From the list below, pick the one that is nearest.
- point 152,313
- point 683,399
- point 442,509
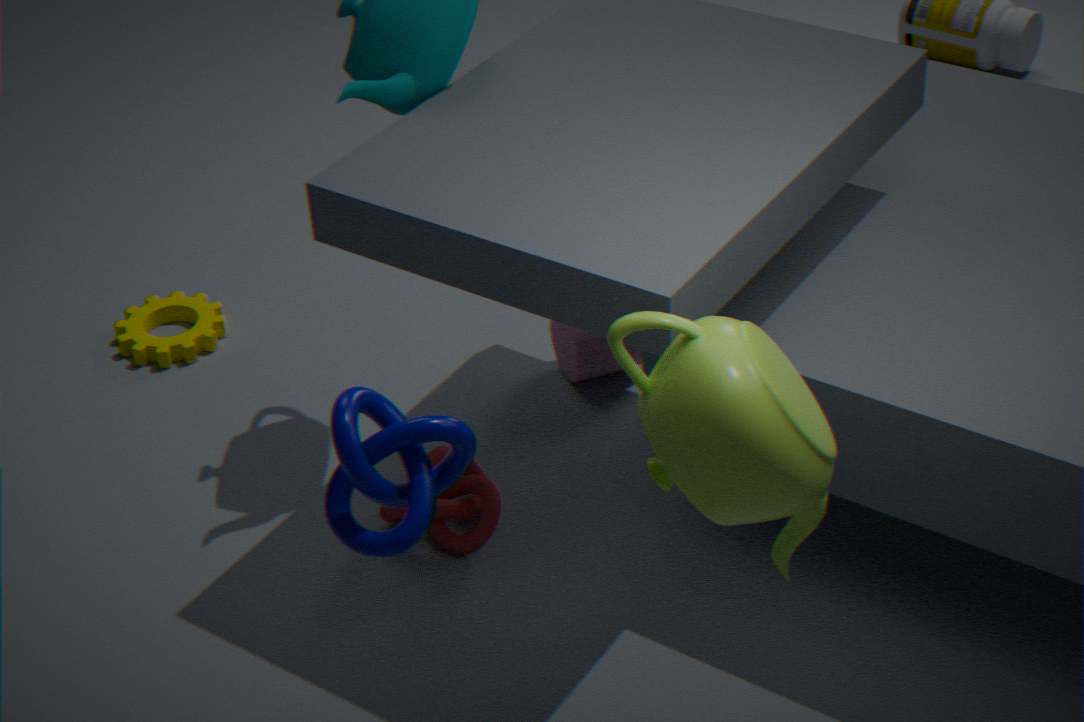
point 683,399
